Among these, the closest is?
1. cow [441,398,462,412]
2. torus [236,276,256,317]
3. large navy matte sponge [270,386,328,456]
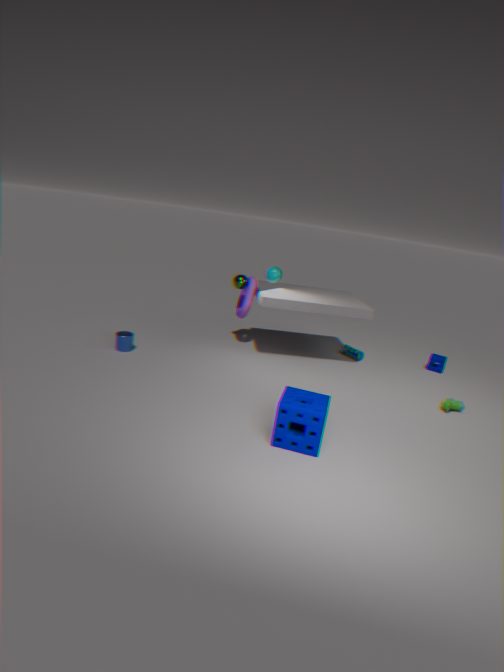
large navy matte sponge [270,386,328,456]
